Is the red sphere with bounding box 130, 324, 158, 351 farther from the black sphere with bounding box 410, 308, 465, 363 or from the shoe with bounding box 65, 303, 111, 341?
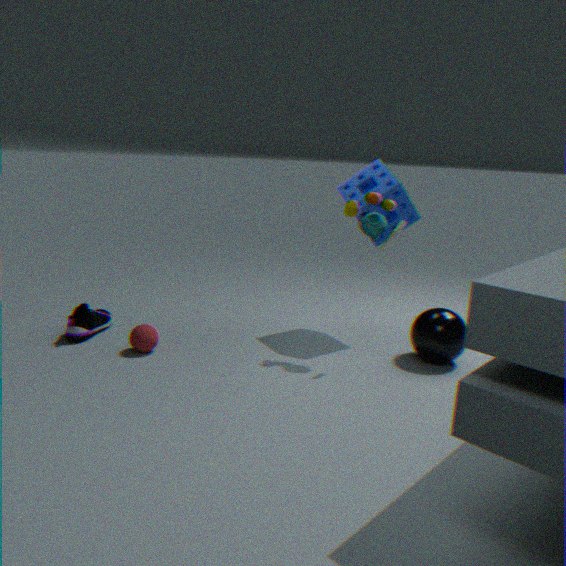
the black sphere with bounding box 410, 308, 465, 363
